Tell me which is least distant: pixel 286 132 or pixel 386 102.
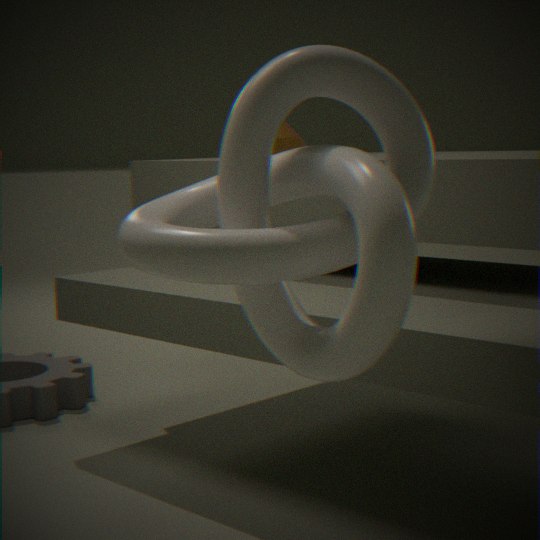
pixel 386 102
